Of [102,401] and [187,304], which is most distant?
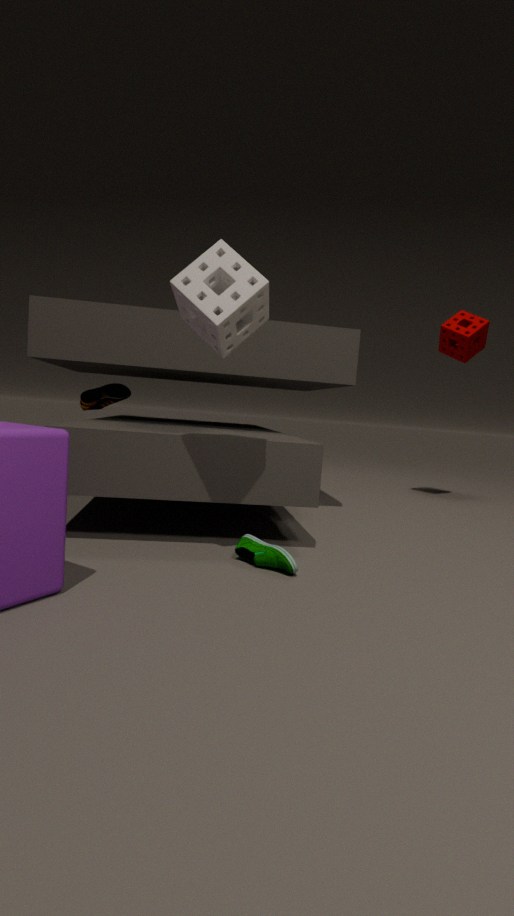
[102,401]
